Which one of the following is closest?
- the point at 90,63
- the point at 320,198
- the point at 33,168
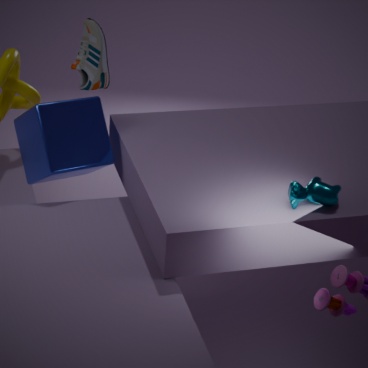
the point at 320,198
